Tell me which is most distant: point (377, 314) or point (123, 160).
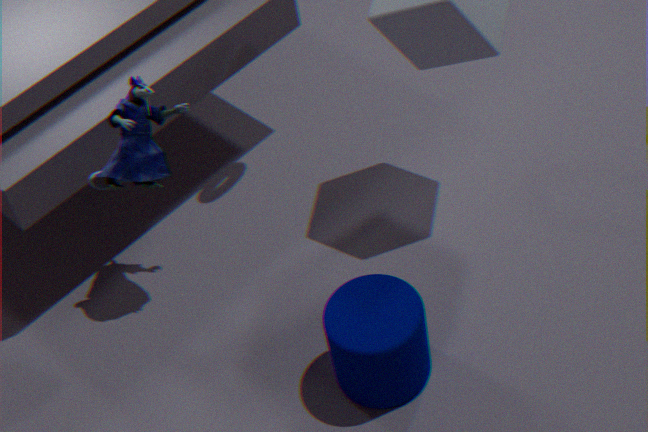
point (123, 160)
